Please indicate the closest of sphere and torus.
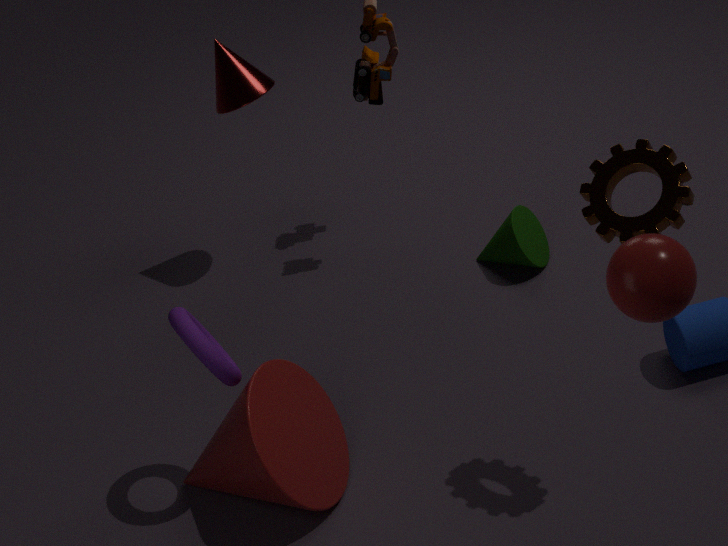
sphere
